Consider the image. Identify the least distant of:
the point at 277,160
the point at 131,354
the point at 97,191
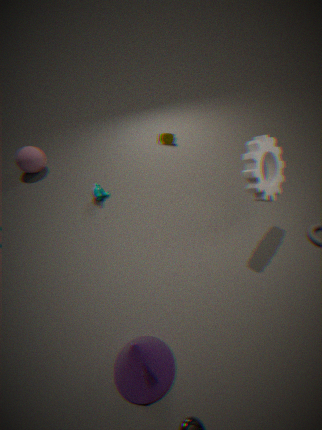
the point at 131,354
